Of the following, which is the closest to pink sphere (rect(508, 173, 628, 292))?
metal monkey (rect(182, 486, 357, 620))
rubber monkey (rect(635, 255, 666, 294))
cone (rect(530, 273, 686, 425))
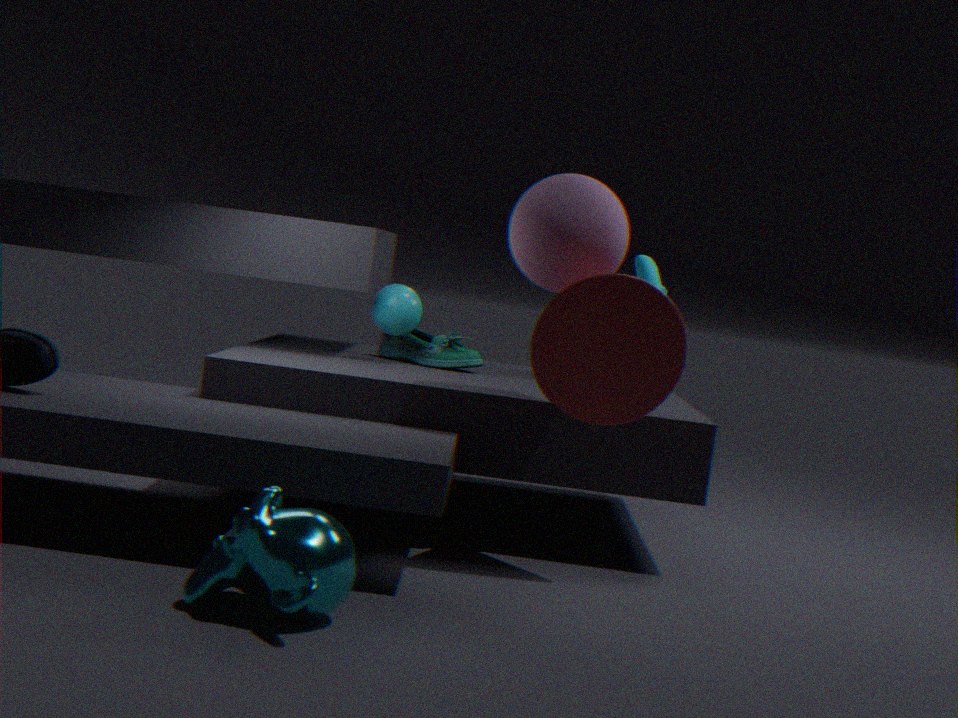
cone (rect(530, 273, 686, 425))
